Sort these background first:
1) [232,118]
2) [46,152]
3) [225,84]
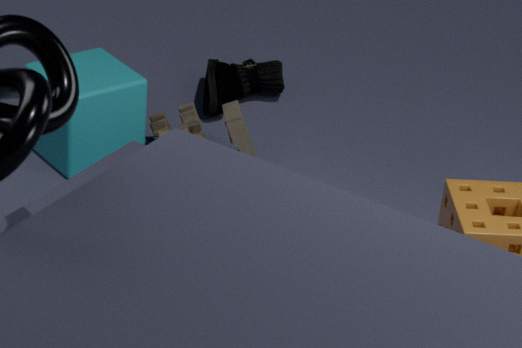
3. [225,84], 2. [46,152], 1. [232,118]
